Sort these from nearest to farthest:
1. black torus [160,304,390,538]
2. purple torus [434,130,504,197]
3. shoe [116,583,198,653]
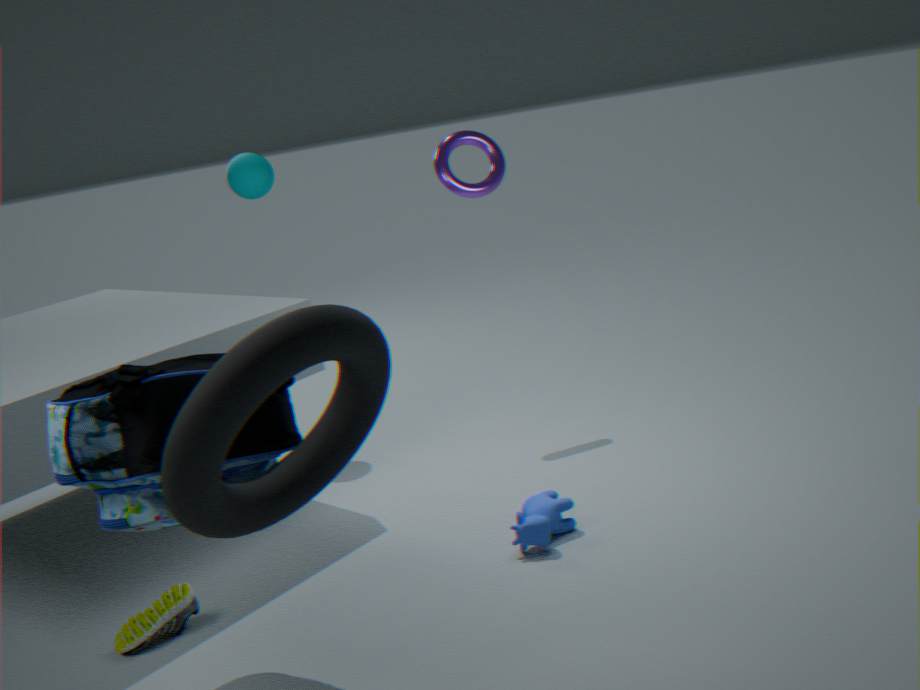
black torus [160,304,390,538]
shoe [116,583,198,653]
purple torus [434,130,504,197]
